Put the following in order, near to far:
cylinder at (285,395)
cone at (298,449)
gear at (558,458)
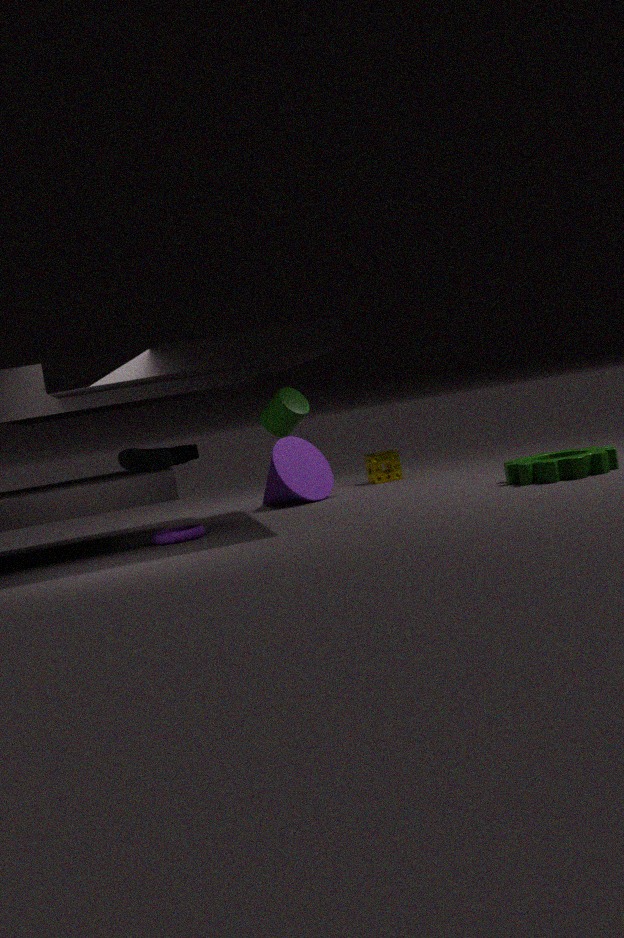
gear at (558,458), cylinder at (285,395), cone at (298,449)
